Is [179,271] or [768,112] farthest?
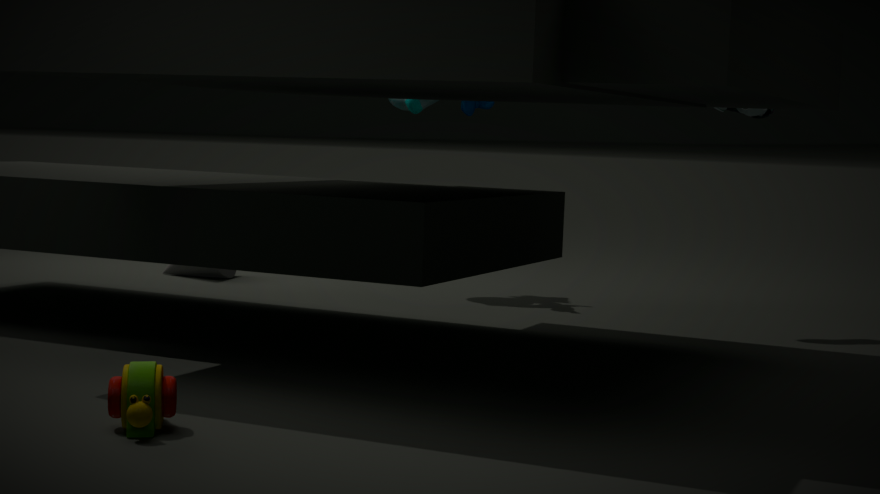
[179,271]
